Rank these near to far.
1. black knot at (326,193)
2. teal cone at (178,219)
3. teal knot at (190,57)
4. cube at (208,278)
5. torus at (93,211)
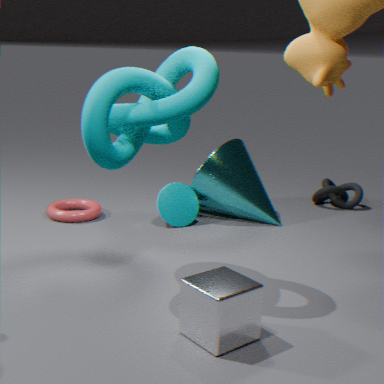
cube at (208,278) → teal knot at (190,57) → teal cone at (178,219) → torus at (93,211) → black knot at (326,193)
